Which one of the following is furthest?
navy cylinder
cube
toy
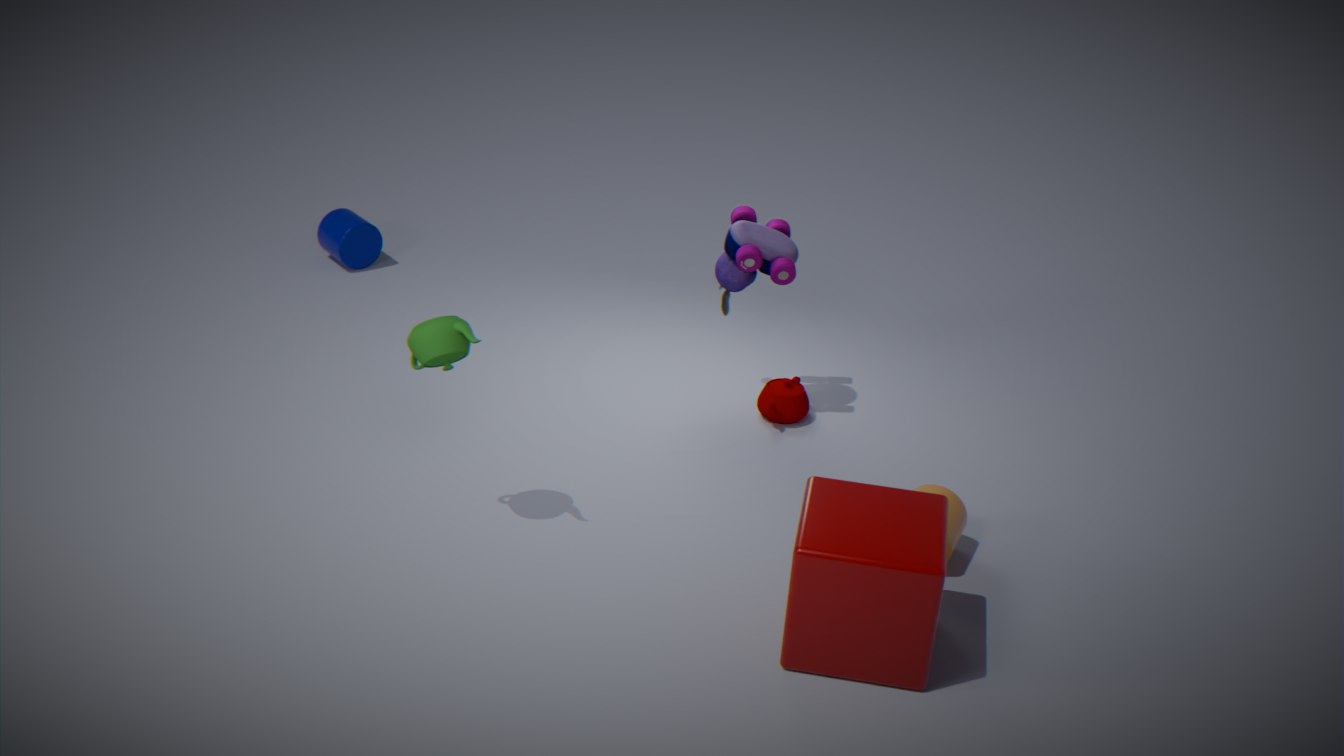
navy cylinder
